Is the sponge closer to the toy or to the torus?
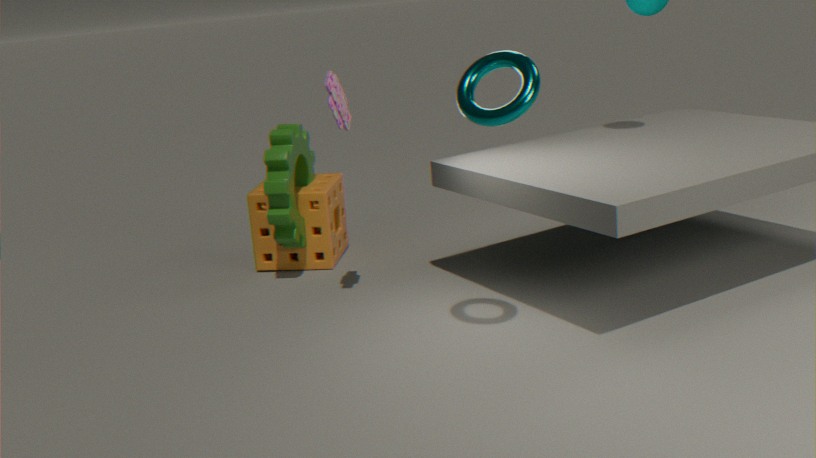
the toy
